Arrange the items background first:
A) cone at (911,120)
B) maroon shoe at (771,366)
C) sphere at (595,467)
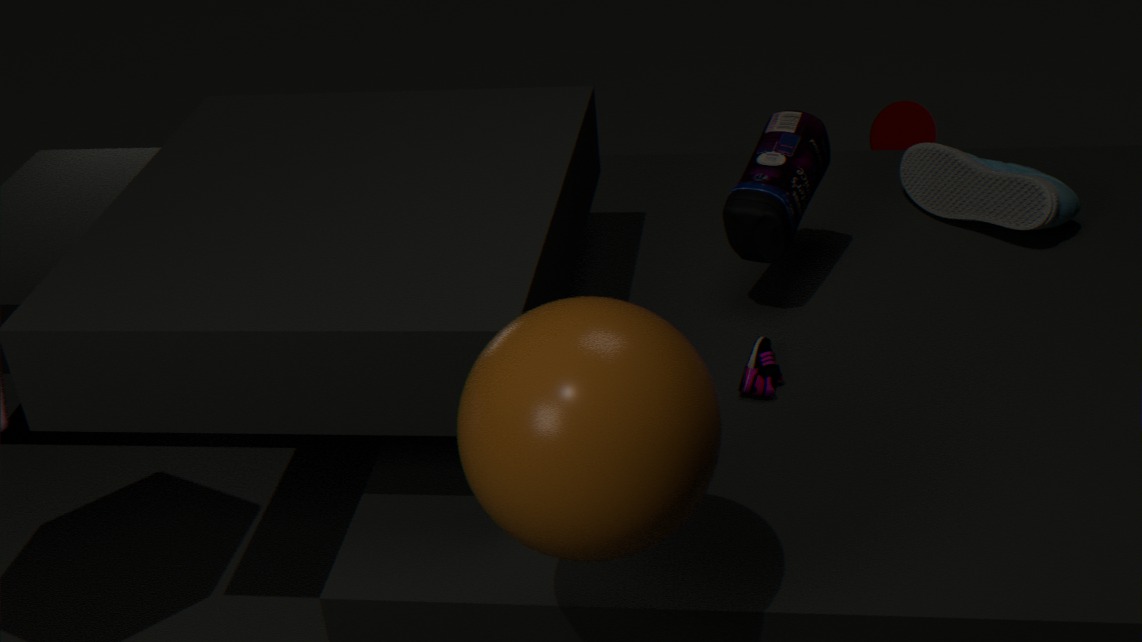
cone at (911,120) → maroon shoe at (771,366) → sphere at (595,467)
